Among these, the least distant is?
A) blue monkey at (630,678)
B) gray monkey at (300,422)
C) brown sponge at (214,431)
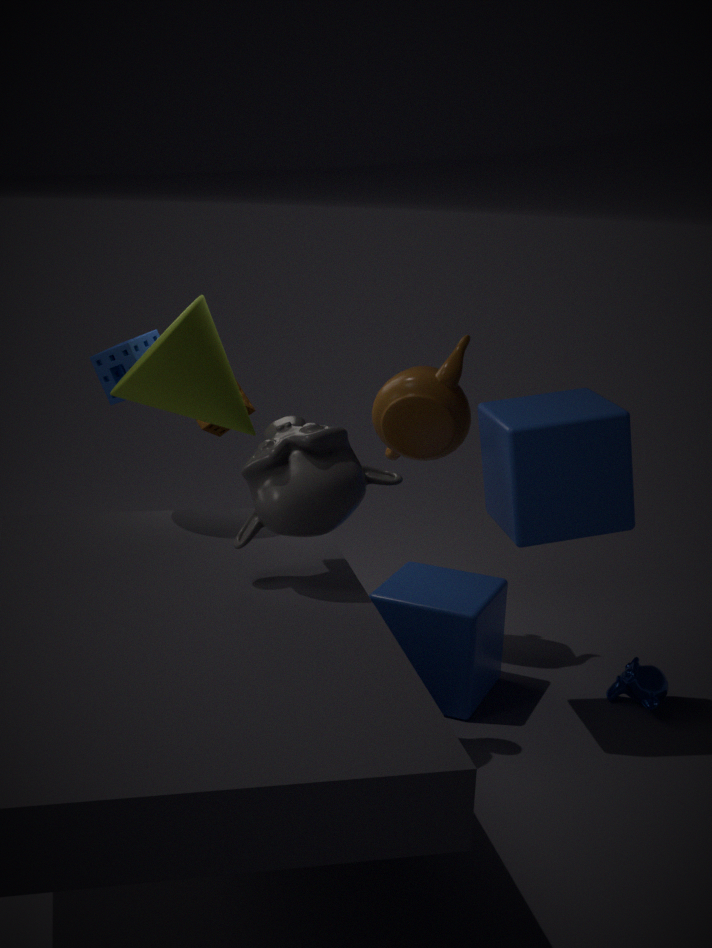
gray monkey at (300,422)
